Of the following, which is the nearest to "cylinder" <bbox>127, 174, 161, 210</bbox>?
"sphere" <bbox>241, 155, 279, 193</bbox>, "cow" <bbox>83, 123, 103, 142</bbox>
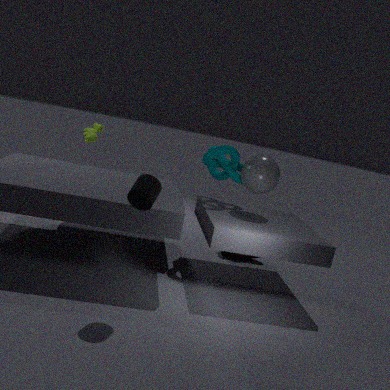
"sphere" <bbox>241, 155, 279, 193</bbox>
